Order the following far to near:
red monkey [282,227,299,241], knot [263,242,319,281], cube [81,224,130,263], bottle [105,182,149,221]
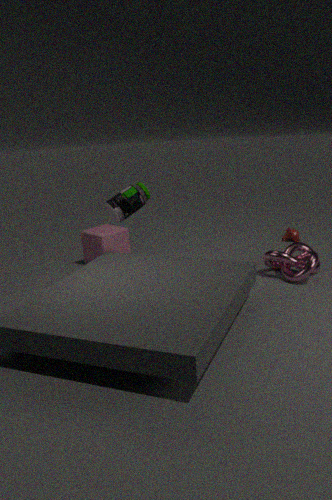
red monkey [282,227,299,241] → cube [81,224,130,263] → bottle [105,182,149,221] → knot [263,242,319,281]
